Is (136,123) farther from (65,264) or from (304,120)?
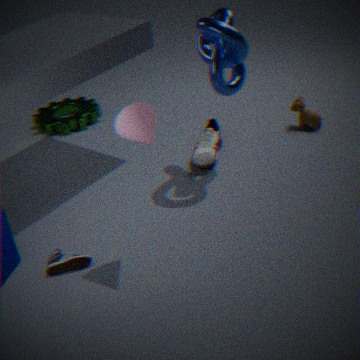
(304,120)
